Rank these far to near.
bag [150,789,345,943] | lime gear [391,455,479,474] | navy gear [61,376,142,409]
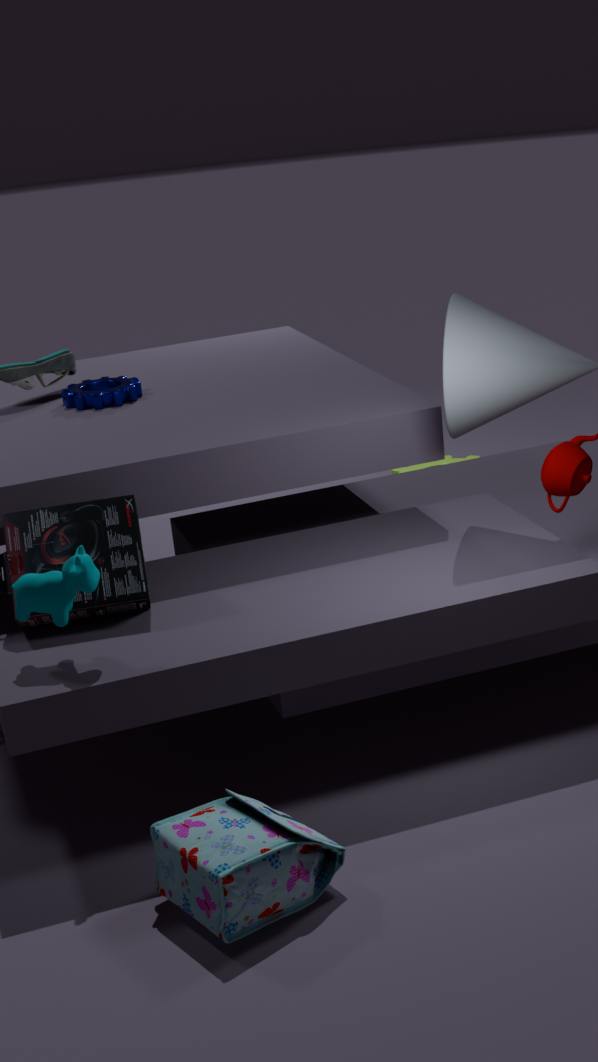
lime gear [391,455,479,474]
navy gear [61,376,142,409]
bag [150,789,345,943]
